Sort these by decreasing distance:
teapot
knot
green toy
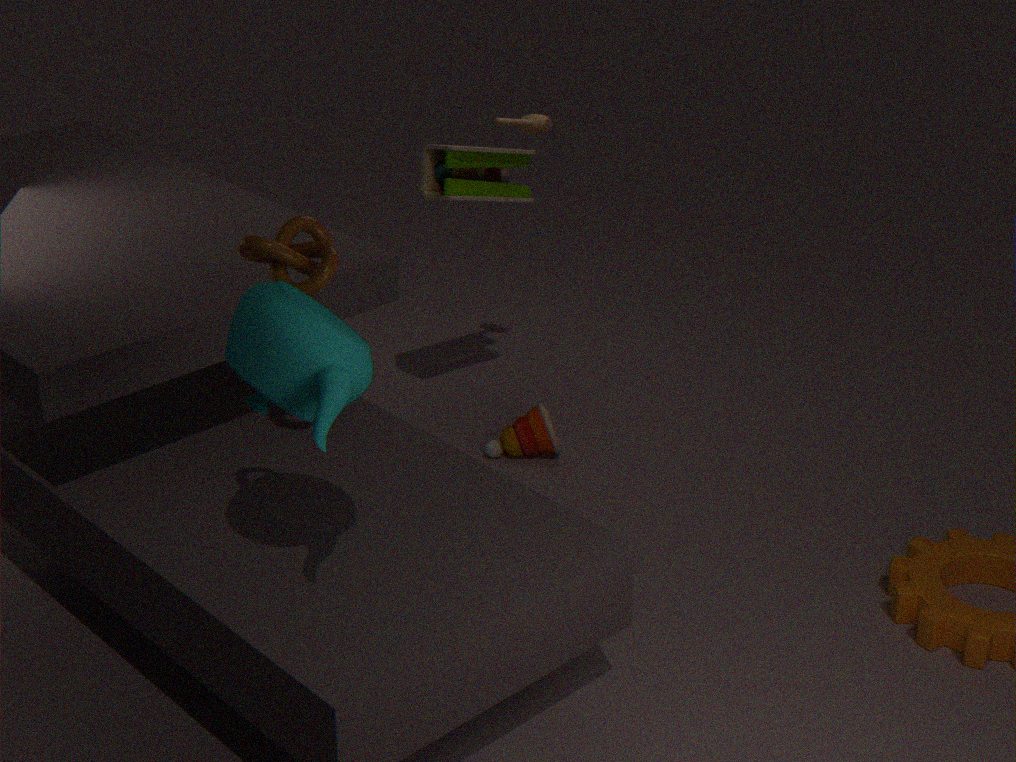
green toy → knot → teapot
